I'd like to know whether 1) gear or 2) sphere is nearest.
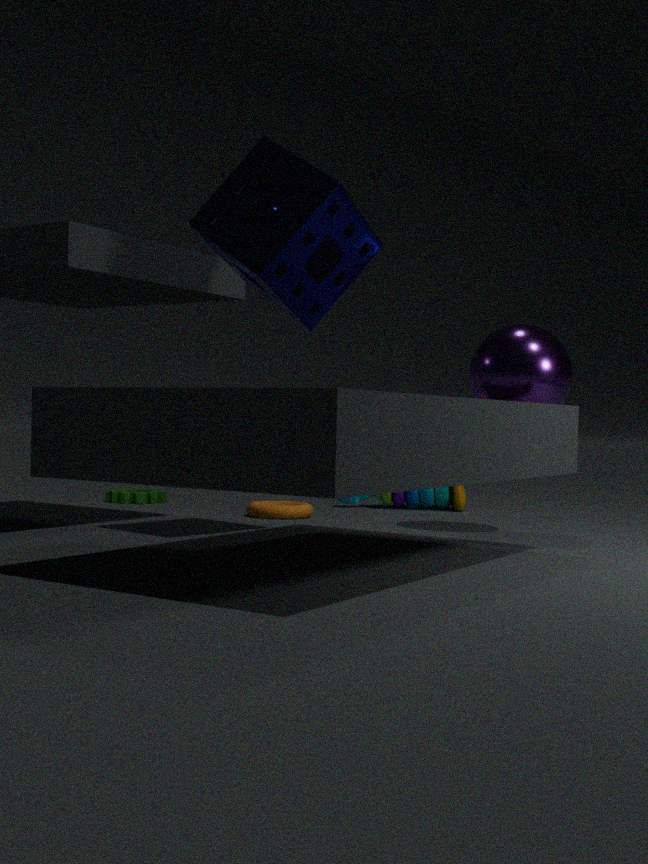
2. sphere
